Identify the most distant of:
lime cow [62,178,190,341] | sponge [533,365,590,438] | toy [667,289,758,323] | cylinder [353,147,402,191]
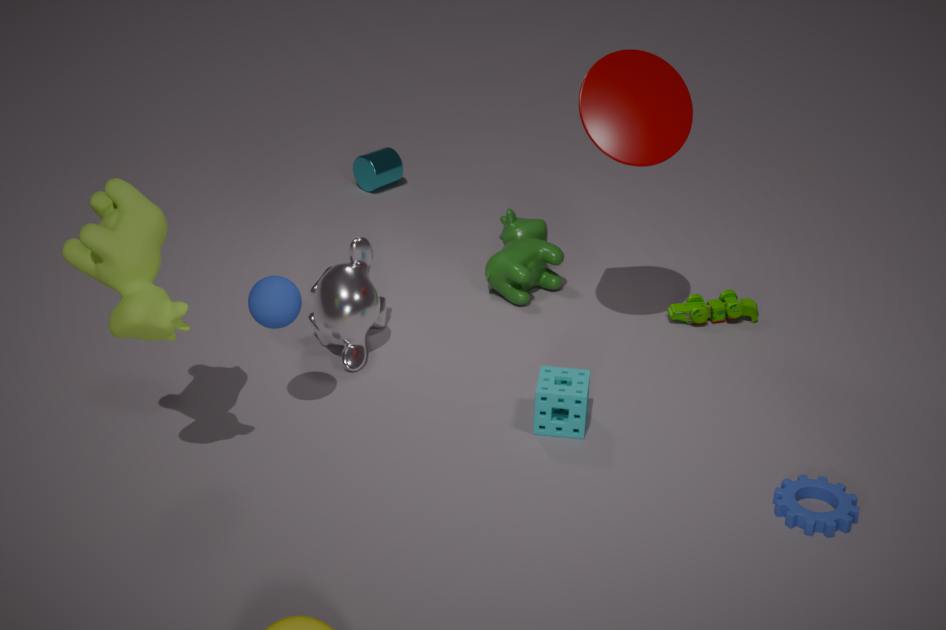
cylinder [353,147,402,191]
